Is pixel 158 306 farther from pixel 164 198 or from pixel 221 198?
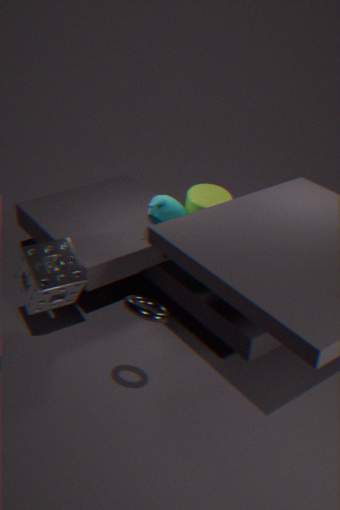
pixel 221 198
